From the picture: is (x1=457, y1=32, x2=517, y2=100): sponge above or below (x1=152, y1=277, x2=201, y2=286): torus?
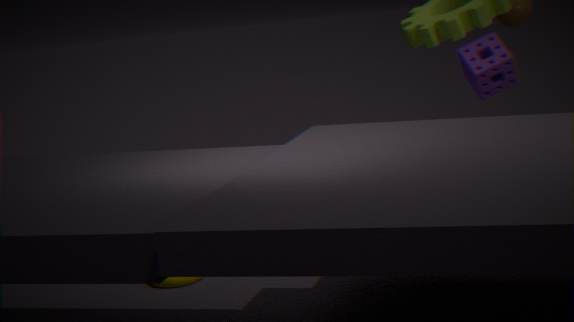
above
